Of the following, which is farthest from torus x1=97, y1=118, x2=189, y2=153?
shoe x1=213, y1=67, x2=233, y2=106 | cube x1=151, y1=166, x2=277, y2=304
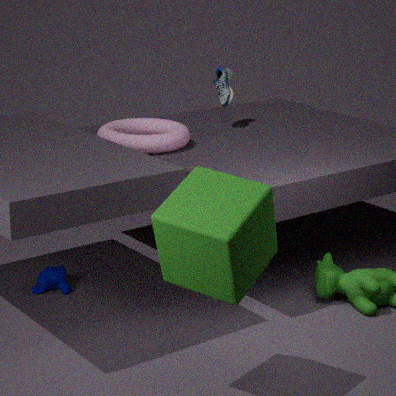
cube x1=151, y1=166, x2=277, y2=304
